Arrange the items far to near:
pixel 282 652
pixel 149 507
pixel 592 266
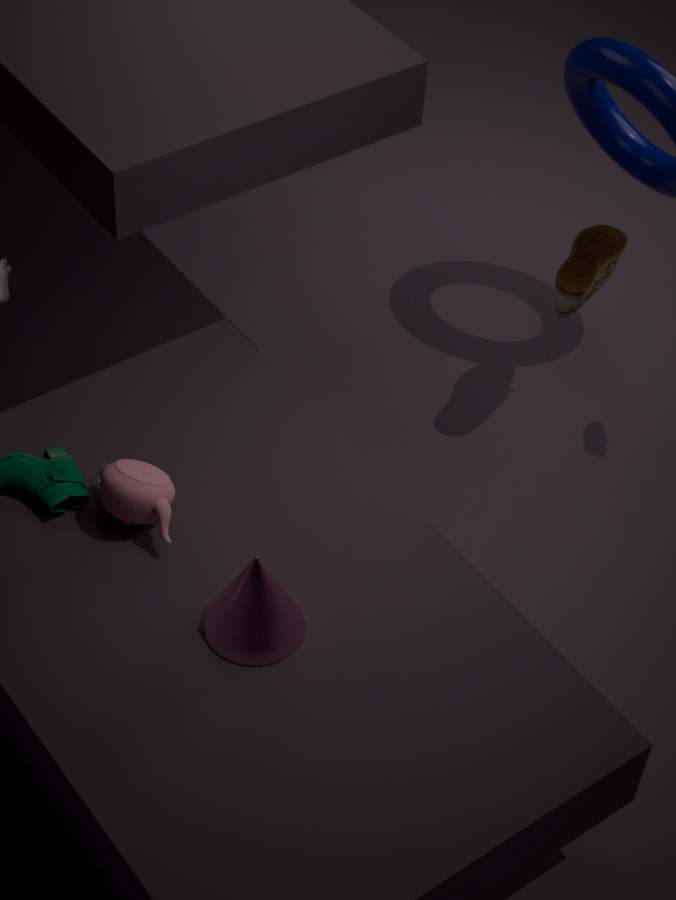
pixel 592 266 < pixel 149 507 < pixel 282 652
